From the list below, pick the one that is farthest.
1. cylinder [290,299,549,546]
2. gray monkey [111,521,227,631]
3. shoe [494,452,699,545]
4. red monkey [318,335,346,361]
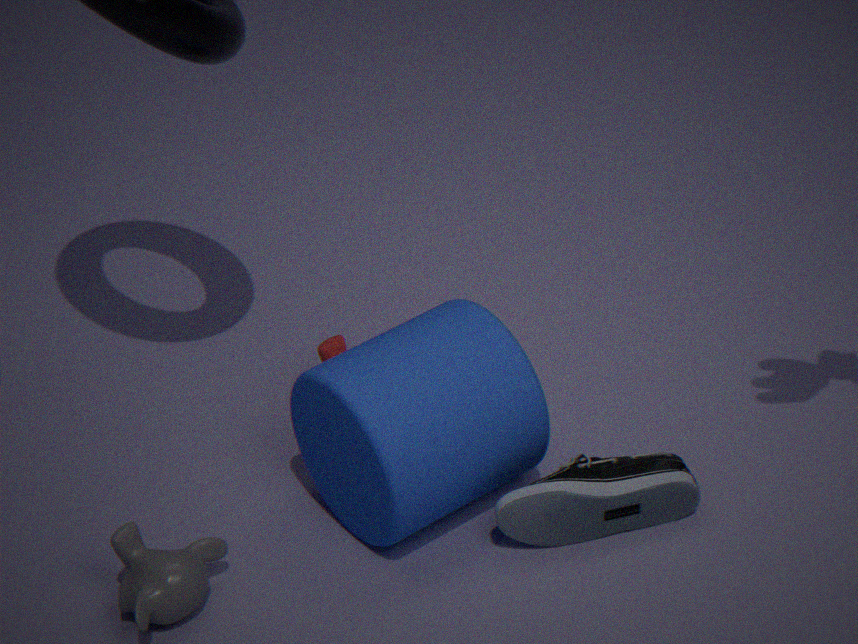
red monkey [318,335,346,361]
